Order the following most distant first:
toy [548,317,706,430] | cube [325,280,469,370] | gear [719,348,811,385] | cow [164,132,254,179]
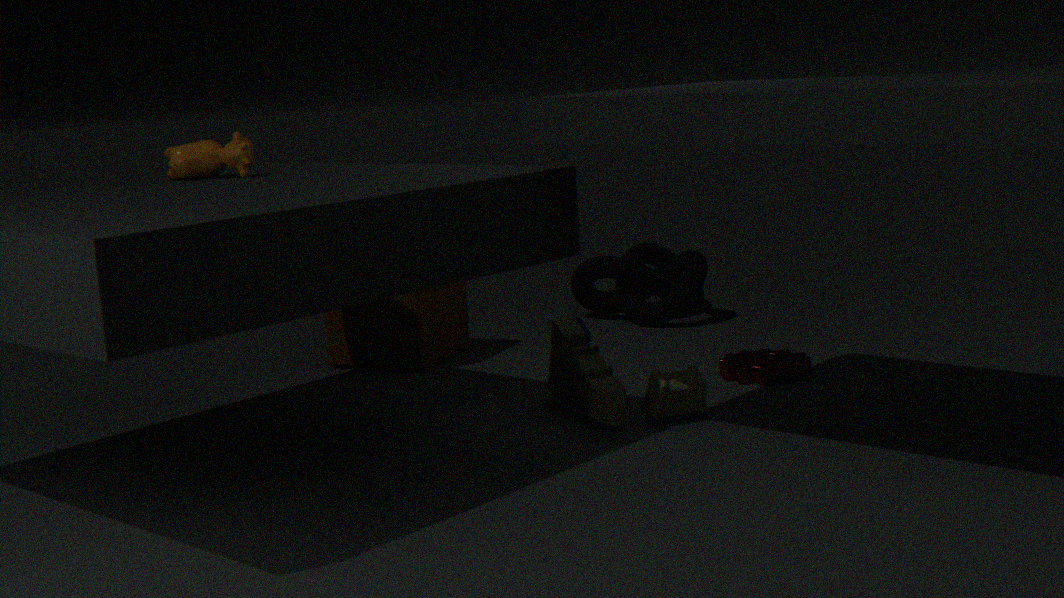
cube [325,280,469,370] → gear [719,348,811,385] → cow [164,132,254,179] → toy [548,317,706,430]
